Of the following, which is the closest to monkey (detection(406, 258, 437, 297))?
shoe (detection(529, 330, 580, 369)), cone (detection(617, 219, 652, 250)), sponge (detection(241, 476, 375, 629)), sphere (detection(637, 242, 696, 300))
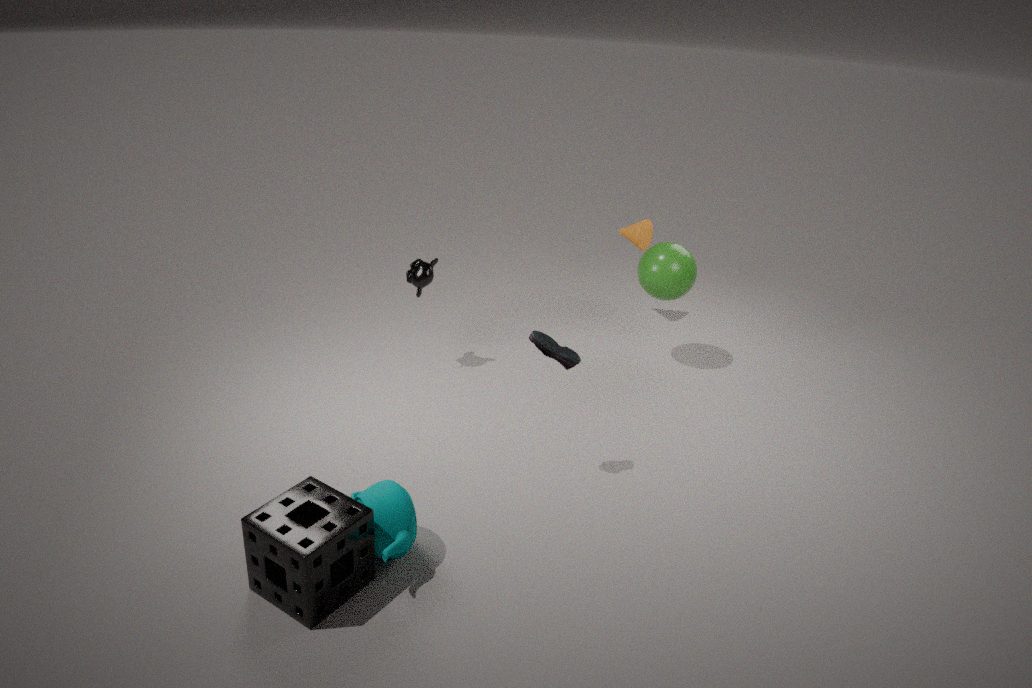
shoe (detection(529, 330, 580, 369))
